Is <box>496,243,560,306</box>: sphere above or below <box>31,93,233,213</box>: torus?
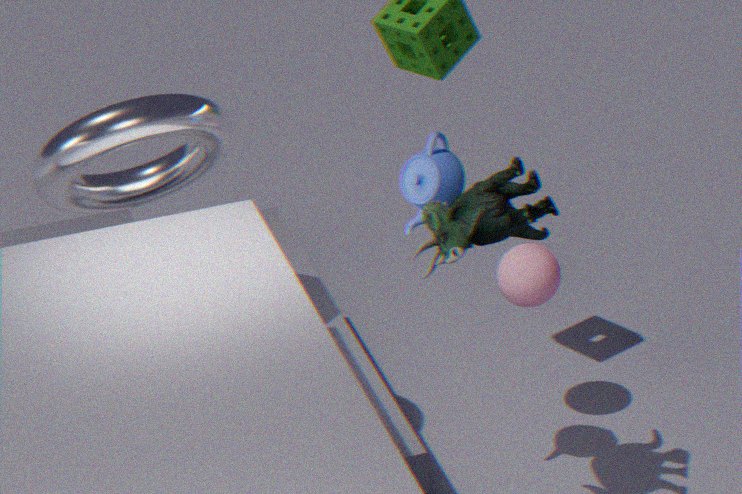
below
